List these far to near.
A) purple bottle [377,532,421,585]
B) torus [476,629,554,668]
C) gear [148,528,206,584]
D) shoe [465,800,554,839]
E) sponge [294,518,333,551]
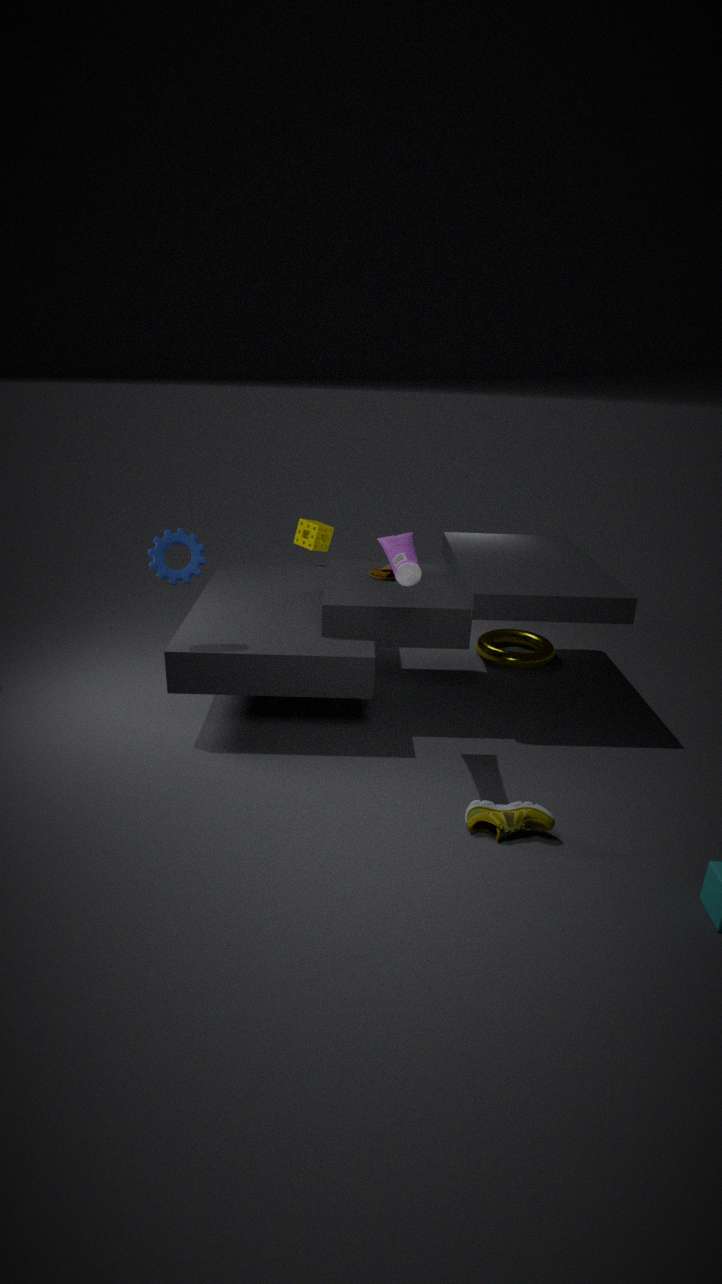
sponge [294,518,333,551], torus [476,629,554,668], gear [148,528,206,584], purple bottle [377,532,421,585], shoe [465,800,554,839]
